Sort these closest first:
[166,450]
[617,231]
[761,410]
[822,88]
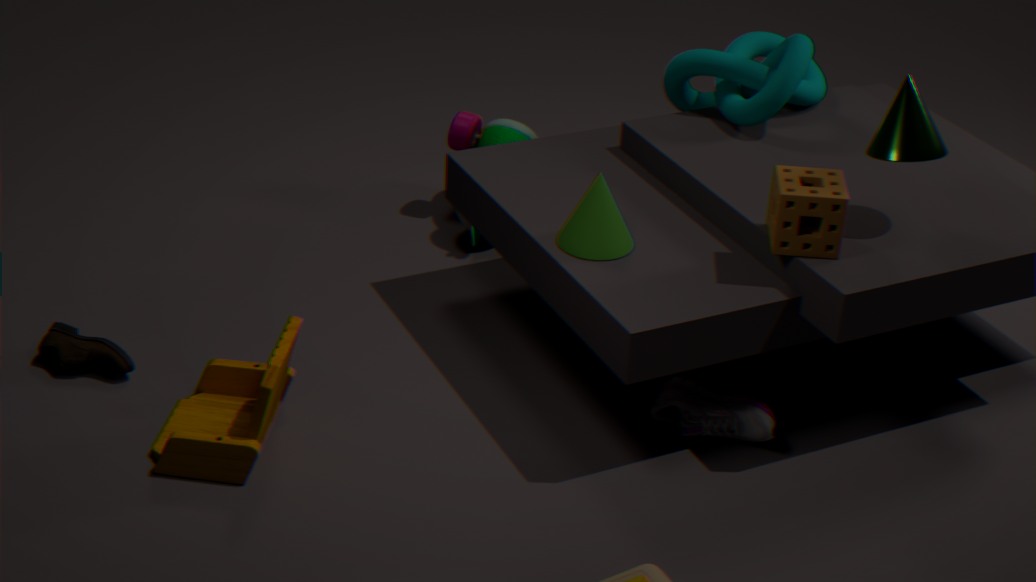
[166,450] → [617,231] → [761,410] → [822,88]
